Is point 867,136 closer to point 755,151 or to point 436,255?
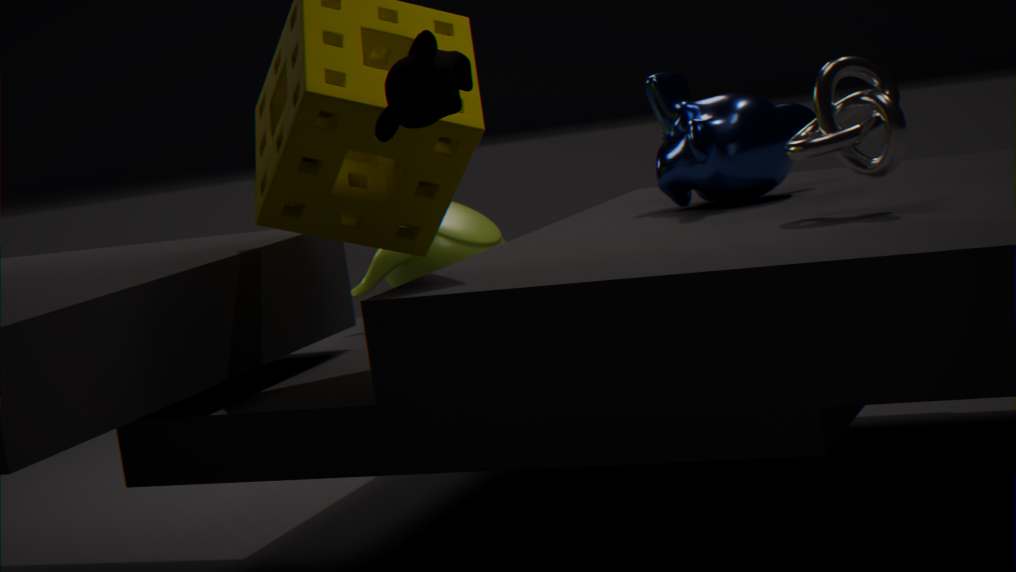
point 755,151
